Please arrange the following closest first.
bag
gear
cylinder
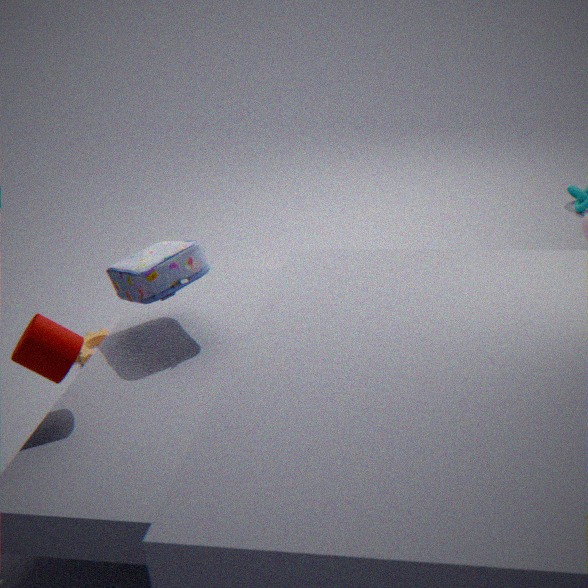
1. cylinder
2. bag
3. gear
